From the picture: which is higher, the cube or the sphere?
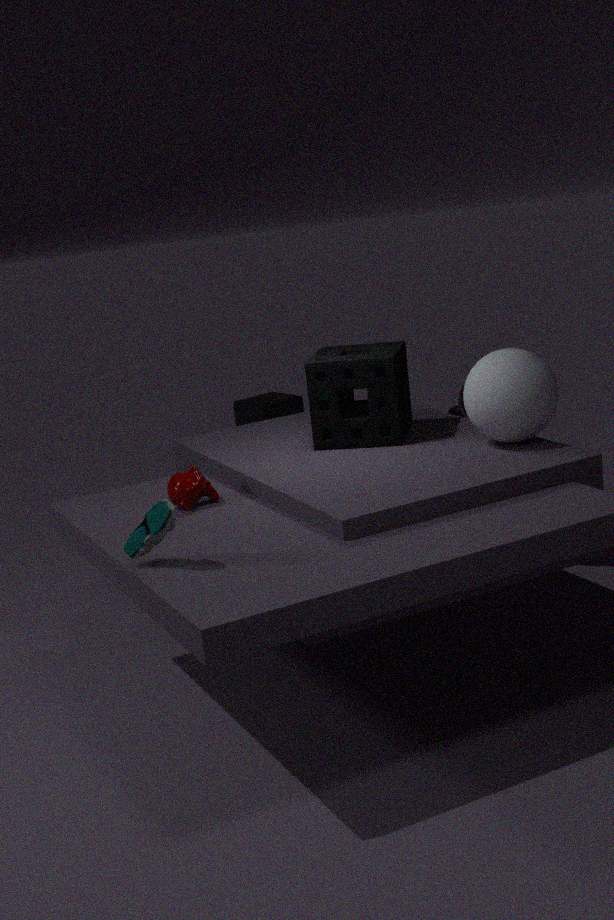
the sphere
